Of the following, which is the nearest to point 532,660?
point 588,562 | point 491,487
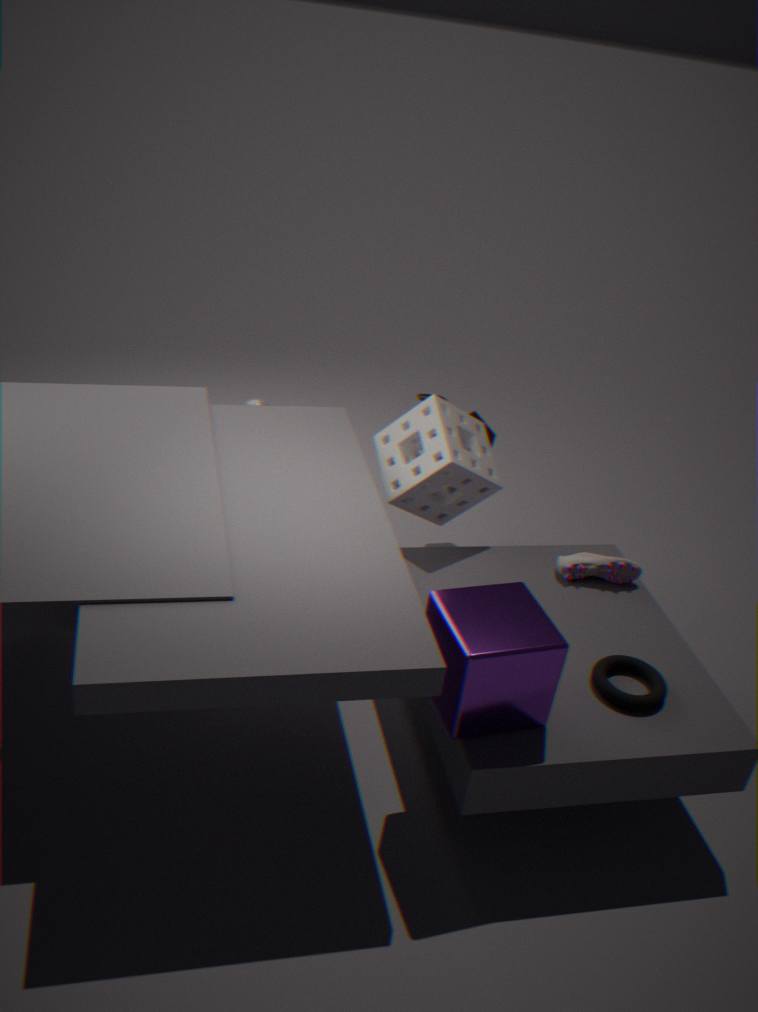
point 588,562
